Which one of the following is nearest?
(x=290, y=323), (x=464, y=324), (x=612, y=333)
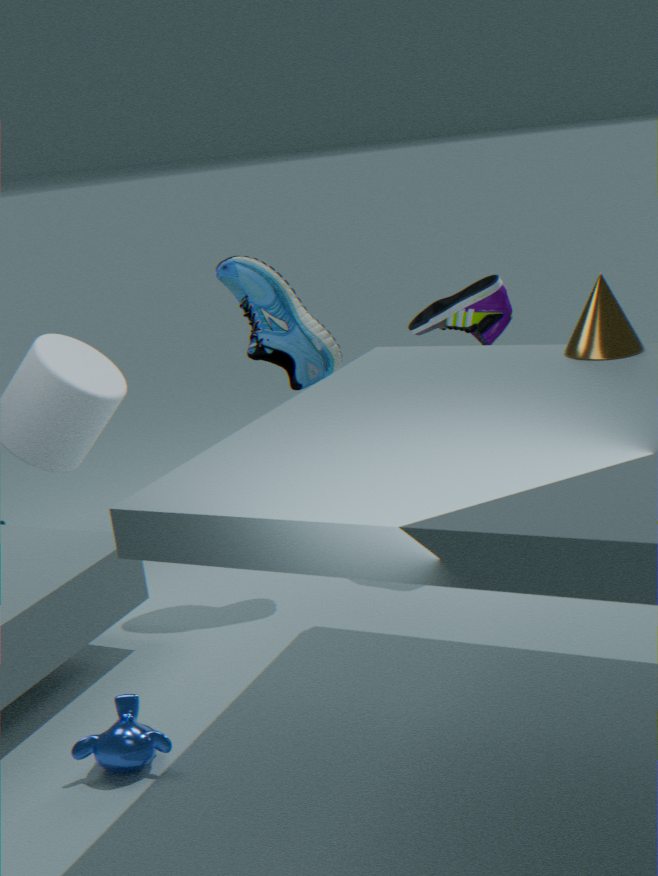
(x=612, y=333)
